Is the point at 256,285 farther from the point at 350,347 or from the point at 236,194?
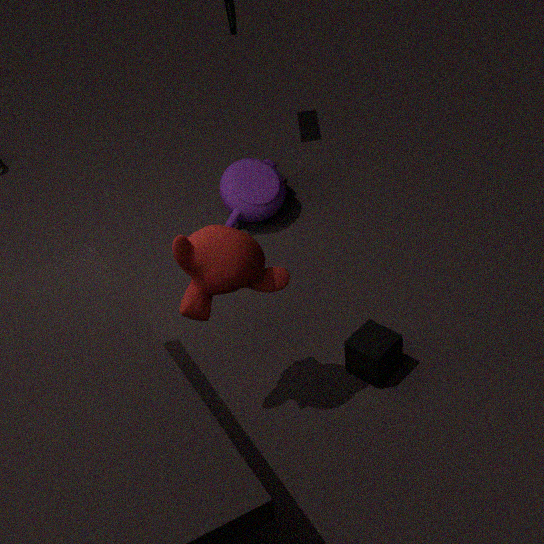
the point at 236,194
